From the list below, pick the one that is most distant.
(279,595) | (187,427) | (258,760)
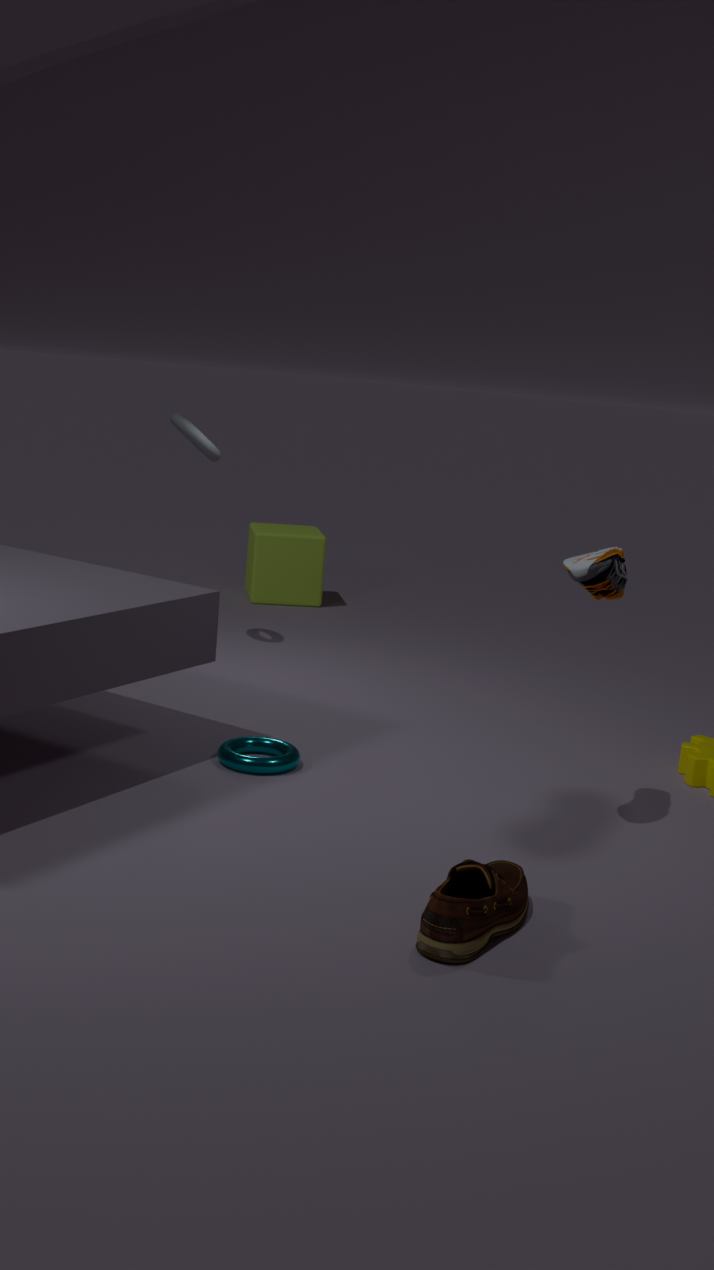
(279,595)
